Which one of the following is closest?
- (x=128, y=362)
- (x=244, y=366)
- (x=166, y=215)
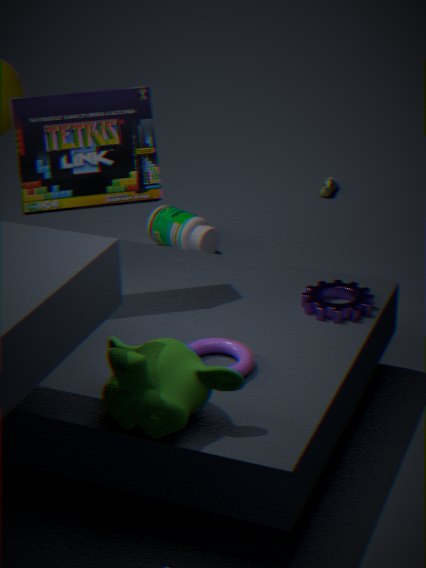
(x=128, y=362)
